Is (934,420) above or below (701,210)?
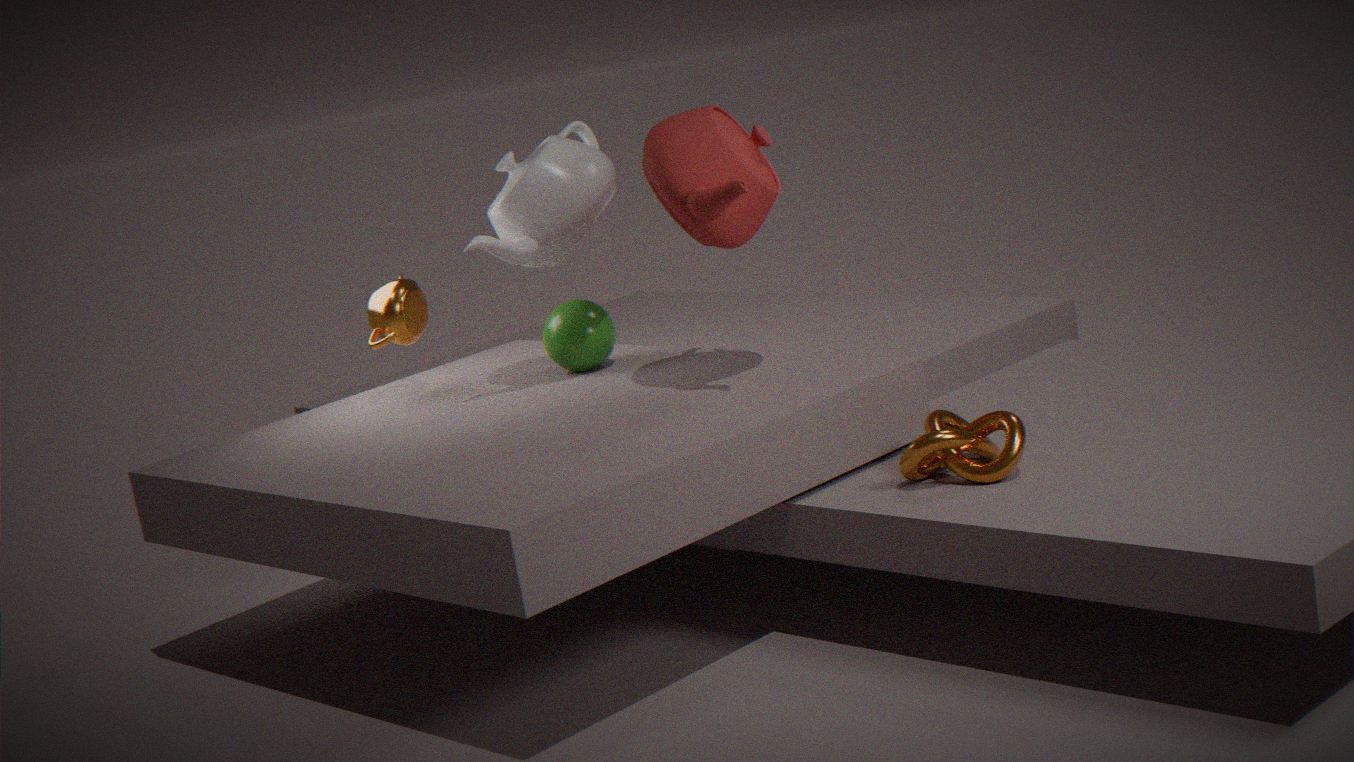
below
